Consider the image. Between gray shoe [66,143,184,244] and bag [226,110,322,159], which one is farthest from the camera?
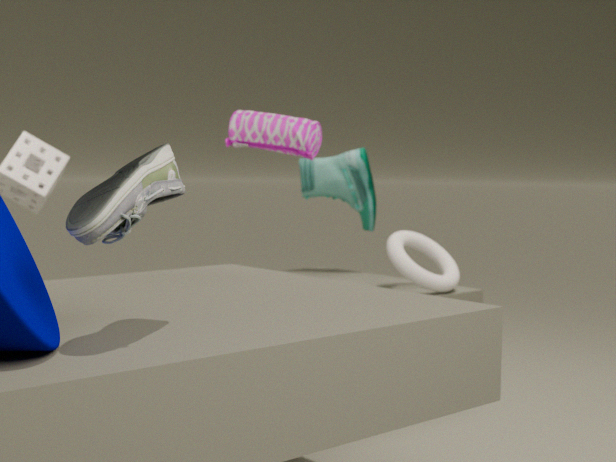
bag [226,110,322,159]
